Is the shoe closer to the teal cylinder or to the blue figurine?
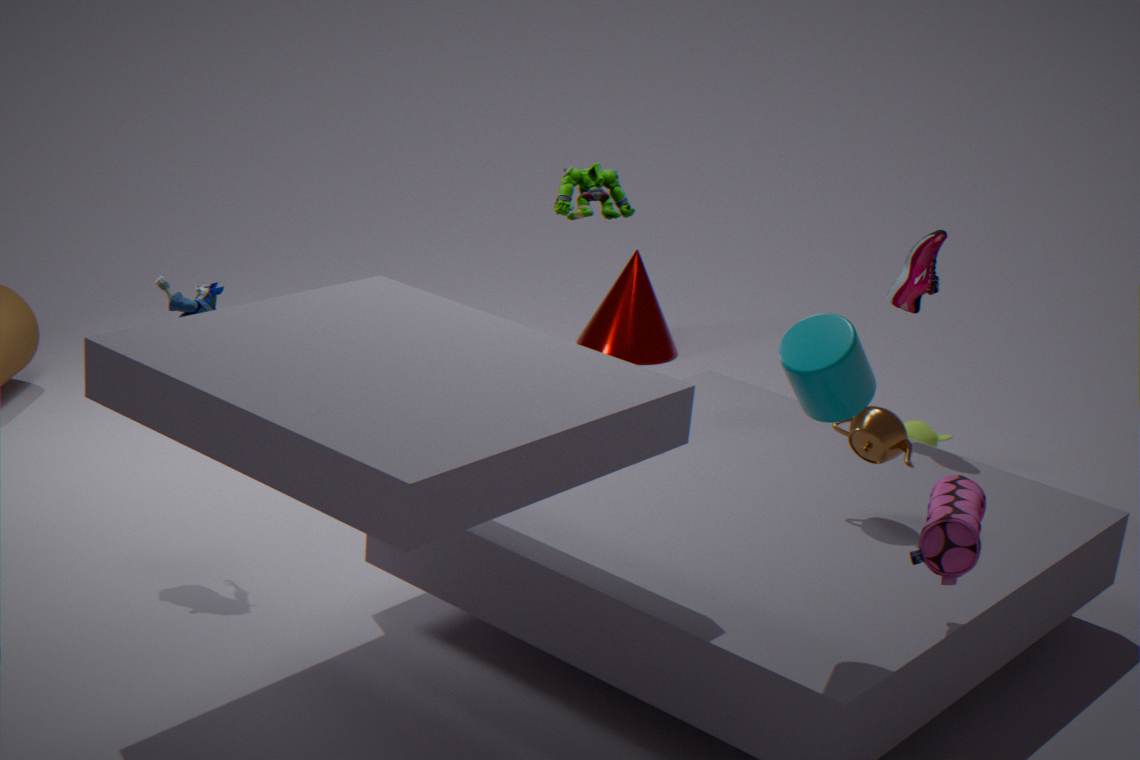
the teal cylinder
